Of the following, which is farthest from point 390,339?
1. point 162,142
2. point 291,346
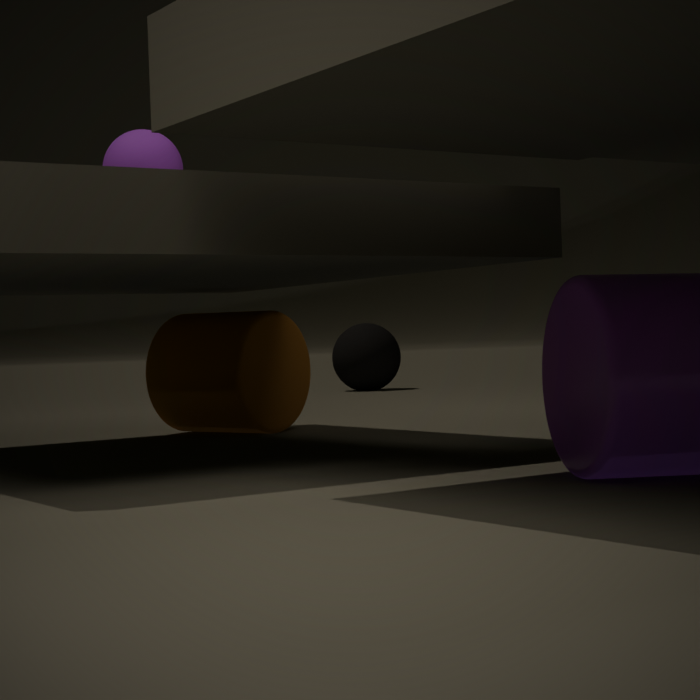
point 162,142
